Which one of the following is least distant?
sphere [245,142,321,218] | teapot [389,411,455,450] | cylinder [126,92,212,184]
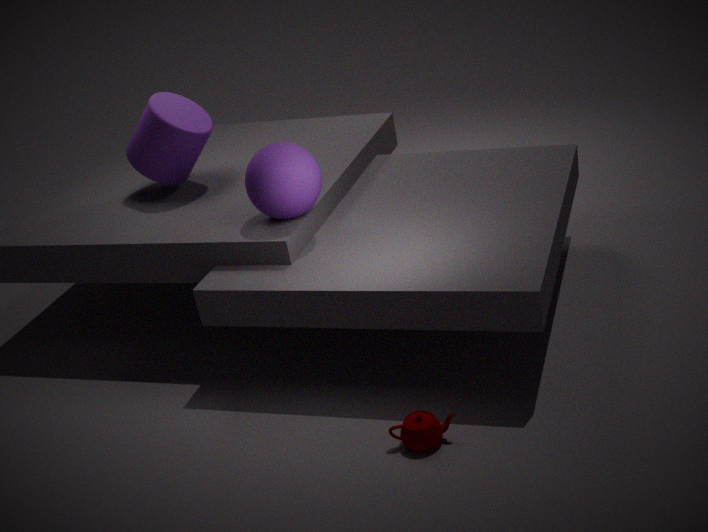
teapot [389,411,455,450]
